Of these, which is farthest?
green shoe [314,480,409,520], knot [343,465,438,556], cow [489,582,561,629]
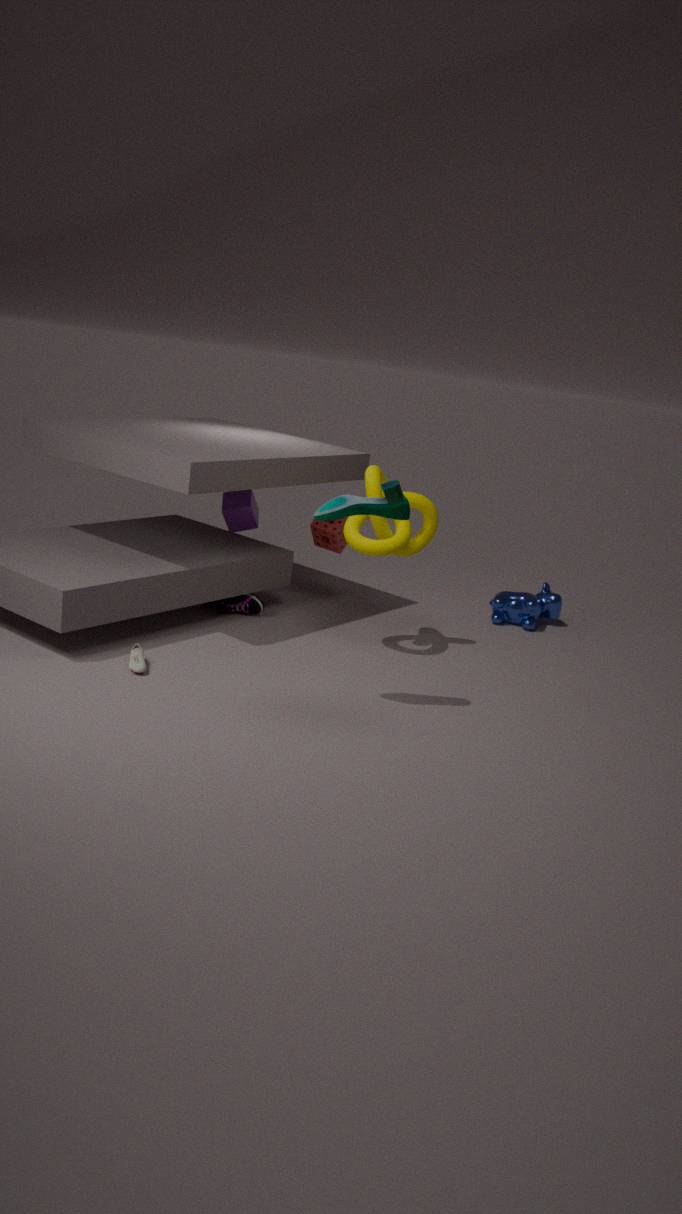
cow [489,582,561,629]
